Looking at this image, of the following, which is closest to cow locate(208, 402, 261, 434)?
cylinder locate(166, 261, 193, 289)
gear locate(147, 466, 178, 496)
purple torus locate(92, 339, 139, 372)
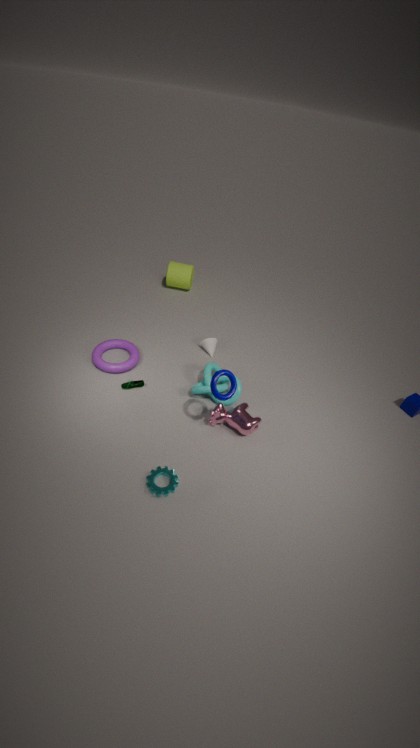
gear locate(147, 466, 178, 496)
